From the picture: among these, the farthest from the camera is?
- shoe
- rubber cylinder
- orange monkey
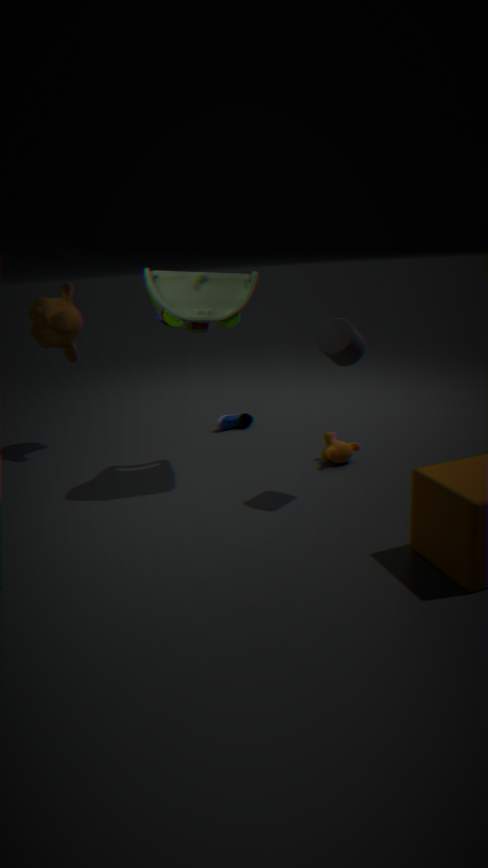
shoe
